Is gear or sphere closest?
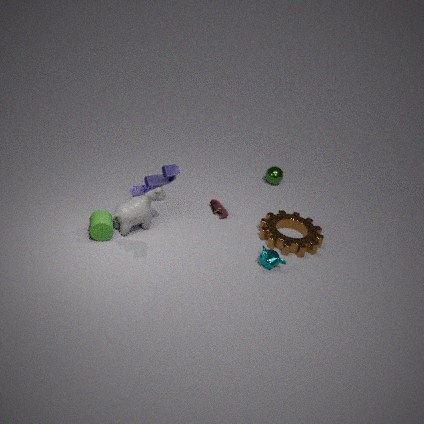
gear
